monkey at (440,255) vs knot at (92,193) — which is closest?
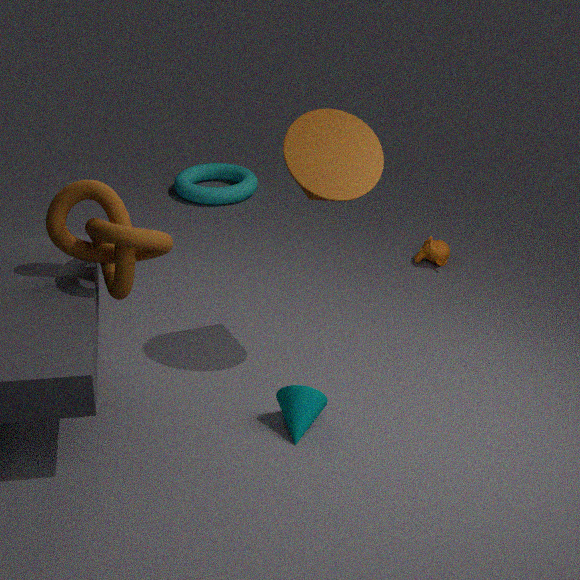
knot at (92,193)
